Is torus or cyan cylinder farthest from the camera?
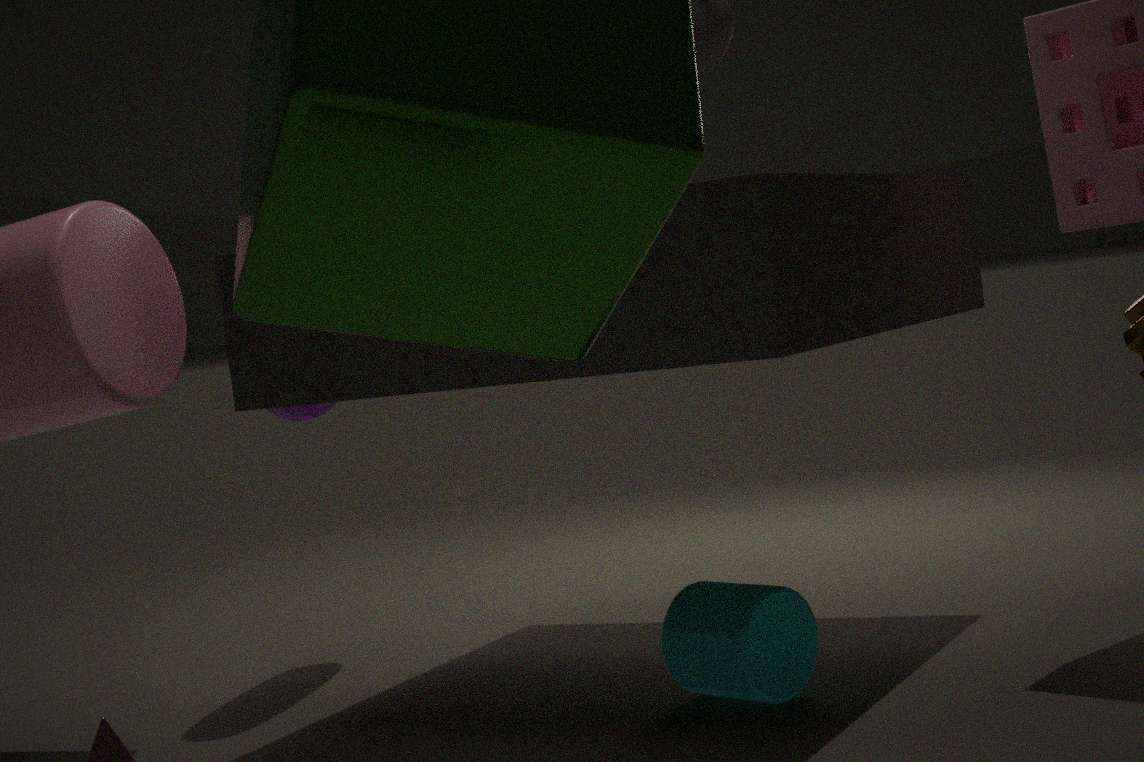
torus
